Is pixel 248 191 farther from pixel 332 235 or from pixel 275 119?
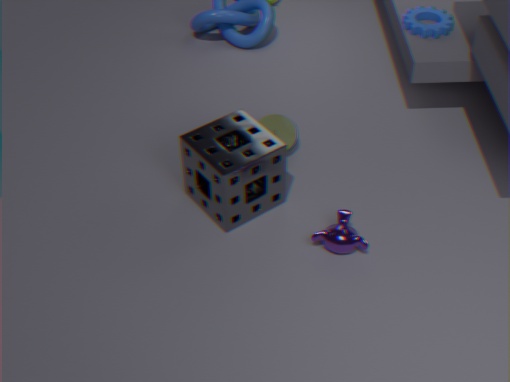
pixel 332 235
